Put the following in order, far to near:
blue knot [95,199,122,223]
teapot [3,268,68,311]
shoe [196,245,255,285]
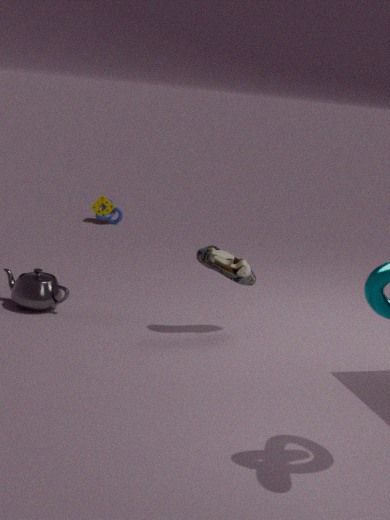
blue knot [95,199,122,223], teapot [3,268,68,311], shoe [196,245,255,285]
